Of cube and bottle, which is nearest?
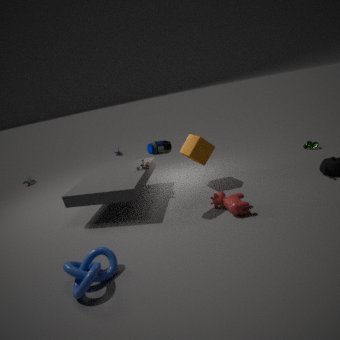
bottle
